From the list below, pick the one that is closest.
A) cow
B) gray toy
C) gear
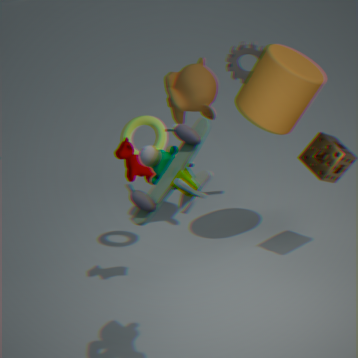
gray toy
